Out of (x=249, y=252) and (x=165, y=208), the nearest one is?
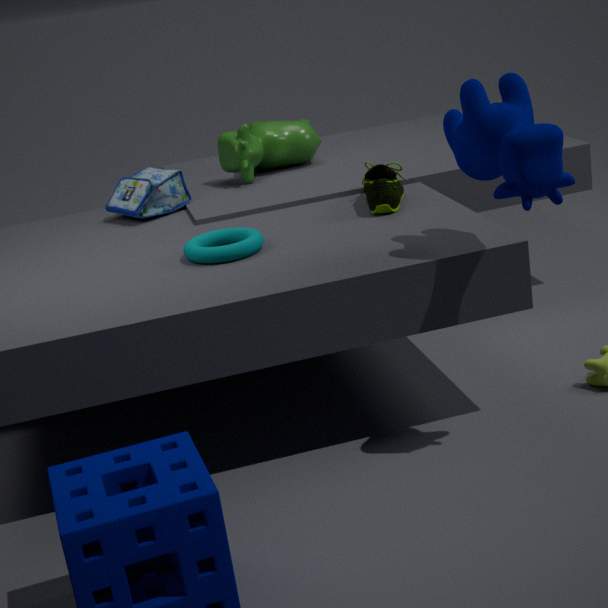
(x=249, y=252)
